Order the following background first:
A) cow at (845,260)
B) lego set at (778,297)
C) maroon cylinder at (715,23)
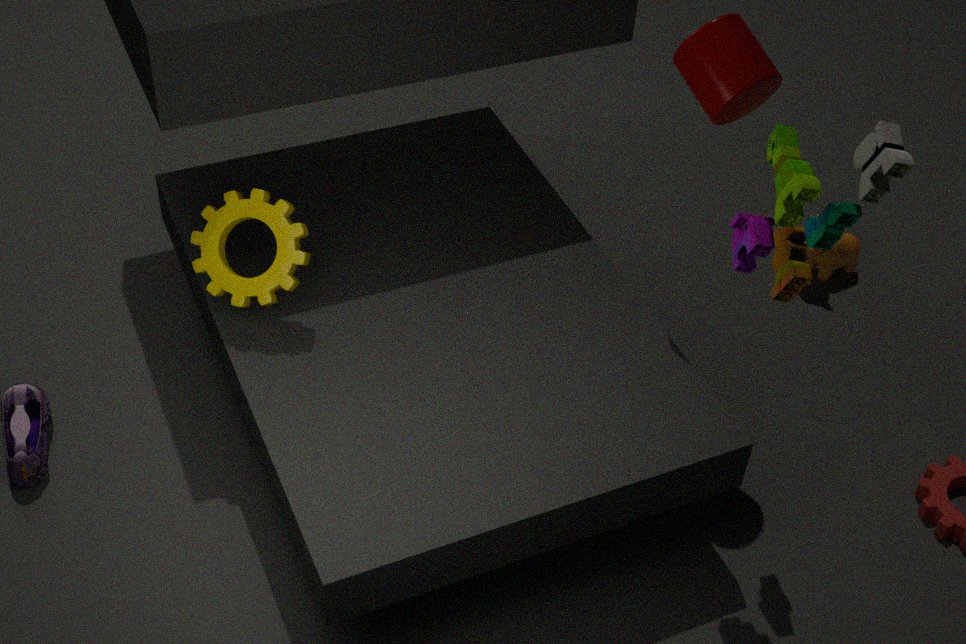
cow at (845,260), maroon cylinder at (715,23), lego set at (778,297)
